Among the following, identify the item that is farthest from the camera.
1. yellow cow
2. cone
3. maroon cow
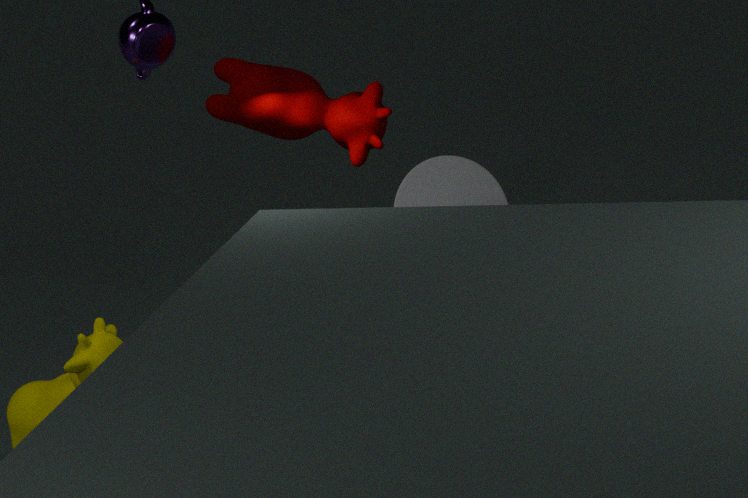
cone
